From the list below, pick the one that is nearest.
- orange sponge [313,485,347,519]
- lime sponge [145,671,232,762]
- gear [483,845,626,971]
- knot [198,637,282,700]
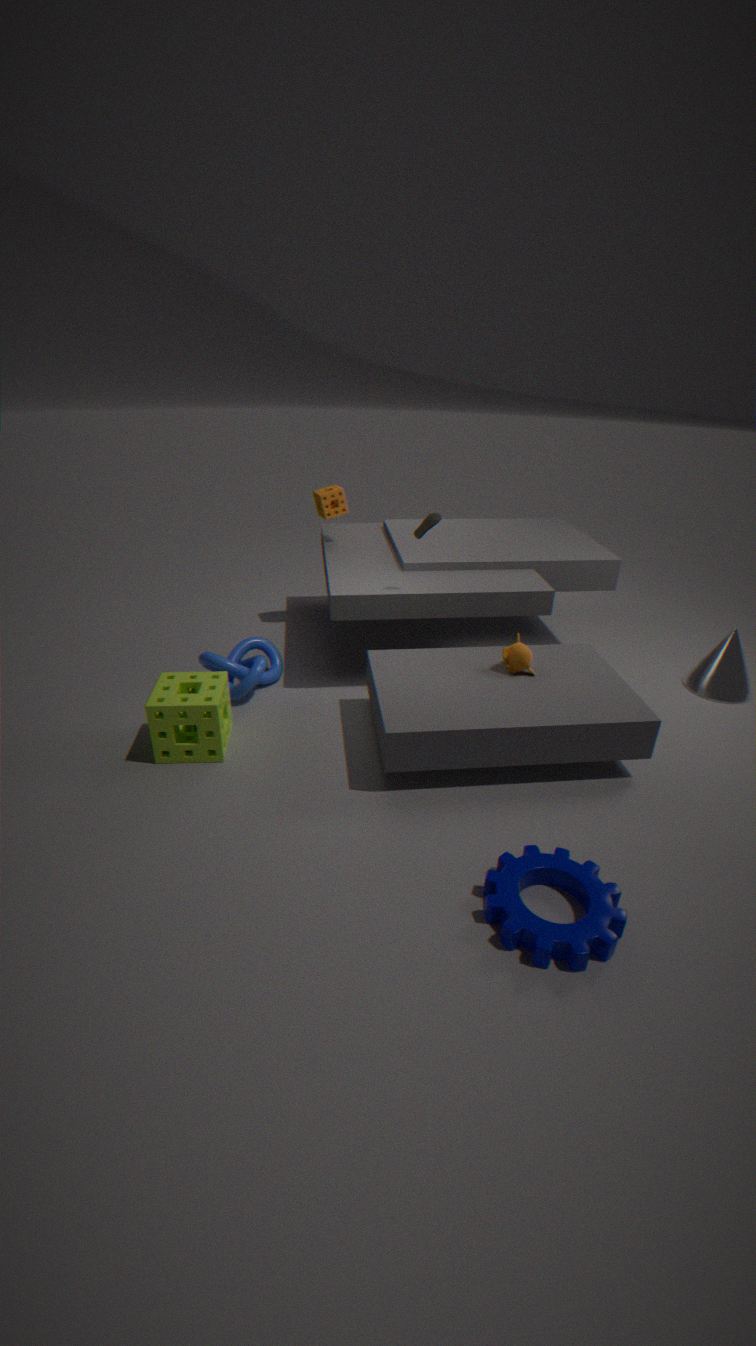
gear [483,845,626,971]
